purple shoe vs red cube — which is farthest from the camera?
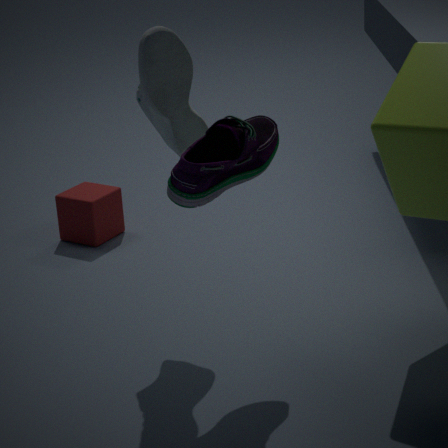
red cube
